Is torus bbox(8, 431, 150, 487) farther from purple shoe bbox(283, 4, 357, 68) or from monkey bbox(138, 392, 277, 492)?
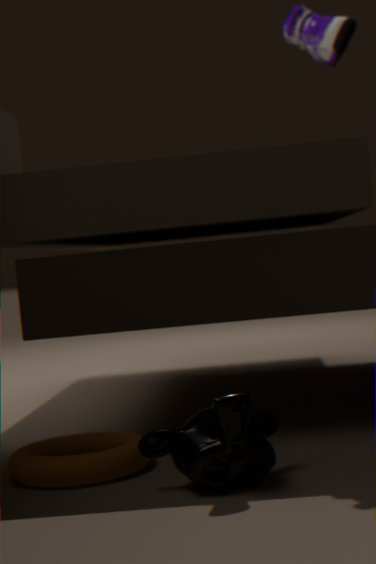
purple shoe bbox(283, 4, 357, 68)
